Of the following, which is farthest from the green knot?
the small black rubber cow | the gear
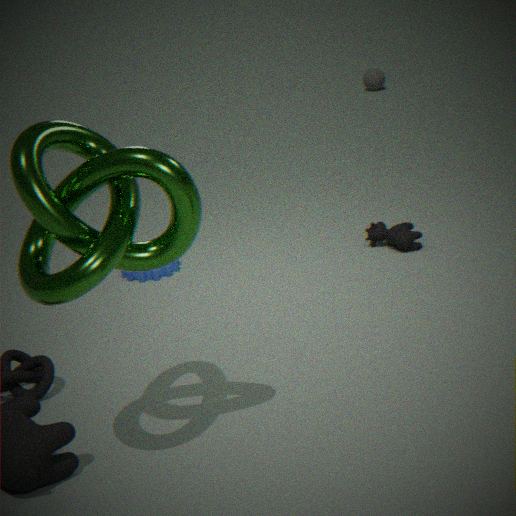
the small black rubber cow
